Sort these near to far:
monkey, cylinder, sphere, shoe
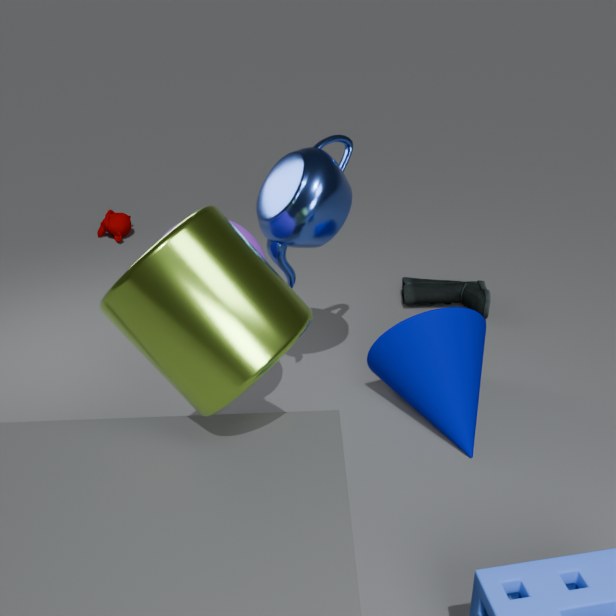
1. cylinder
2. sphere
3. shoe
4. monkey
